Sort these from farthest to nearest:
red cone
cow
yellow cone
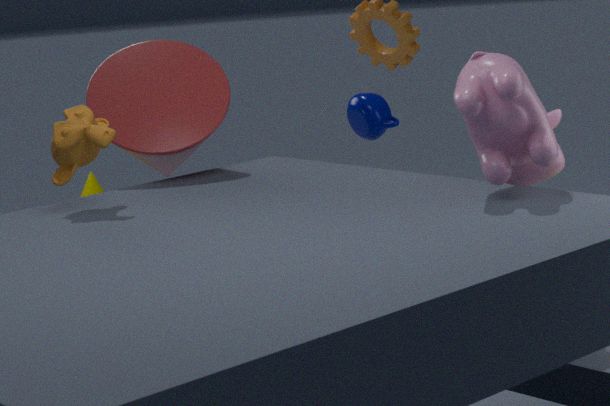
yellow cone → red cone → cow
